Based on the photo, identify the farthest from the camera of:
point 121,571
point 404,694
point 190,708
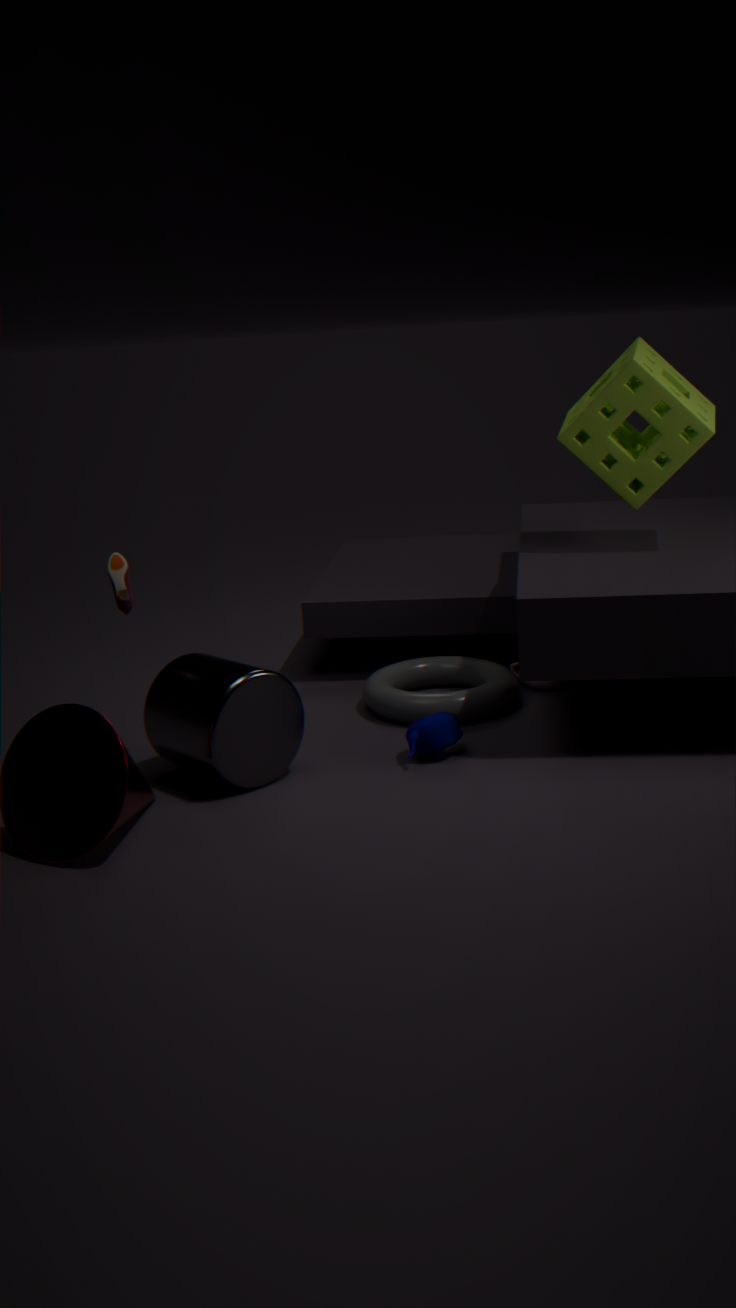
point 404,694
